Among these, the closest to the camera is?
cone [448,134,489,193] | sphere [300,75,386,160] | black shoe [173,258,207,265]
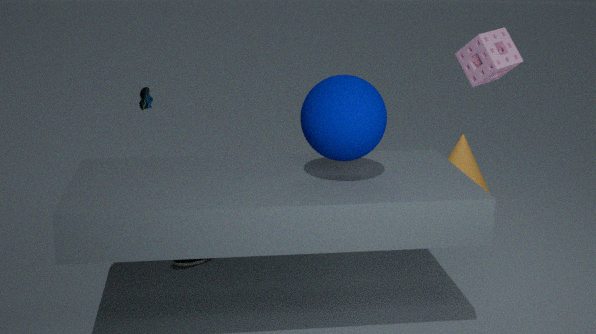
sphere [300,75,386,160]
